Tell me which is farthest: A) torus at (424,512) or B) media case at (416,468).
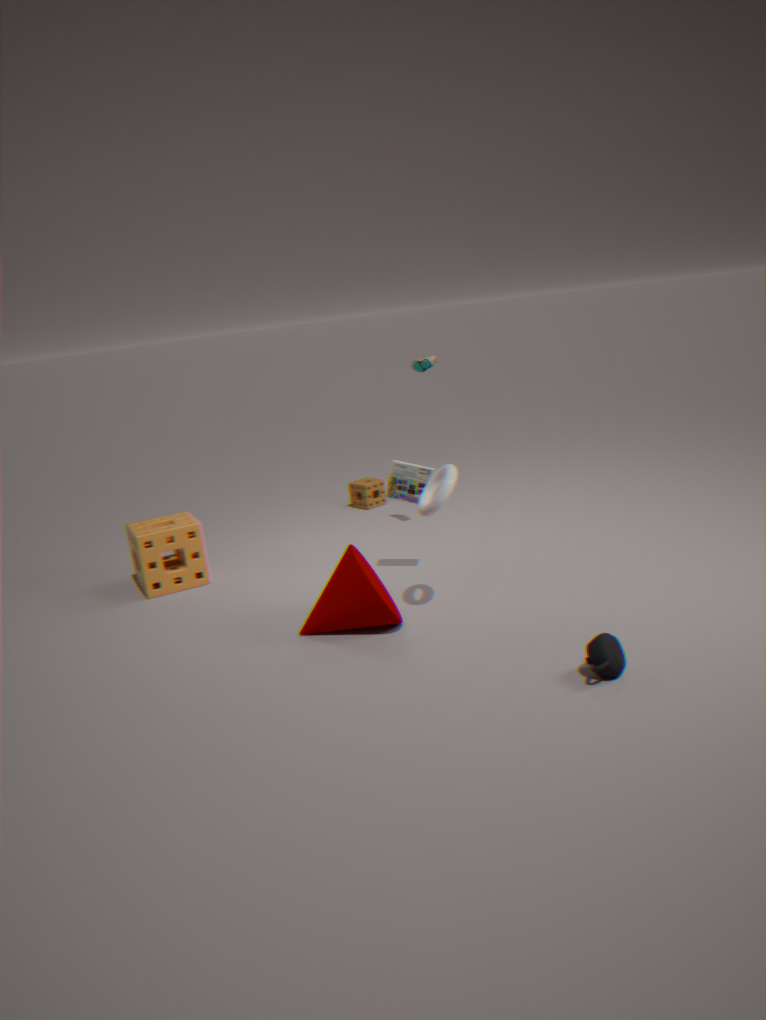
B. media case at (416,468)
